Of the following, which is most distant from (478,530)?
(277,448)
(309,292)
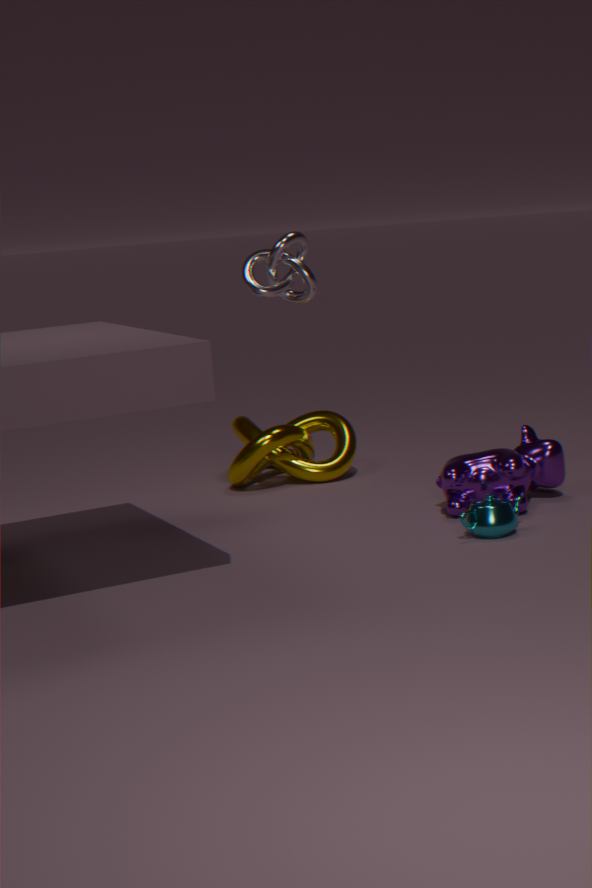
(277,448)
